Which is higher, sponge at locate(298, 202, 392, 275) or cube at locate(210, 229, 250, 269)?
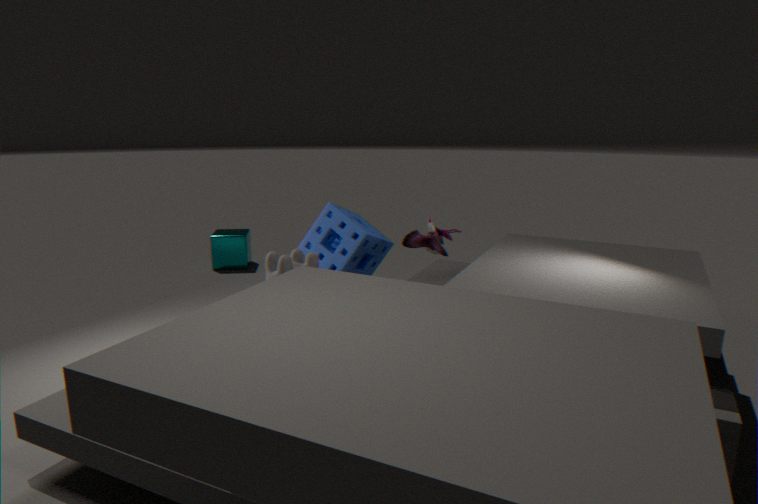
sponge at locate(298, 202, 392, 275)
